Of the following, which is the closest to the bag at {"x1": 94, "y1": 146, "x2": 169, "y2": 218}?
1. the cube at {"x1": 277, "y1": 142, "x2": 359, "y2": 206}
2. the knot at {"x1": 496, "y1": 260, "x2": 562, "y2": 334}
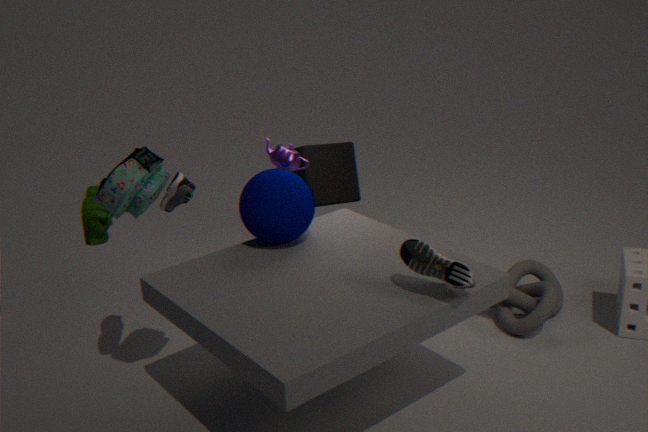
the cube at {"x1": 277, "y1": 142, "x2": 359, "y2": 206}
